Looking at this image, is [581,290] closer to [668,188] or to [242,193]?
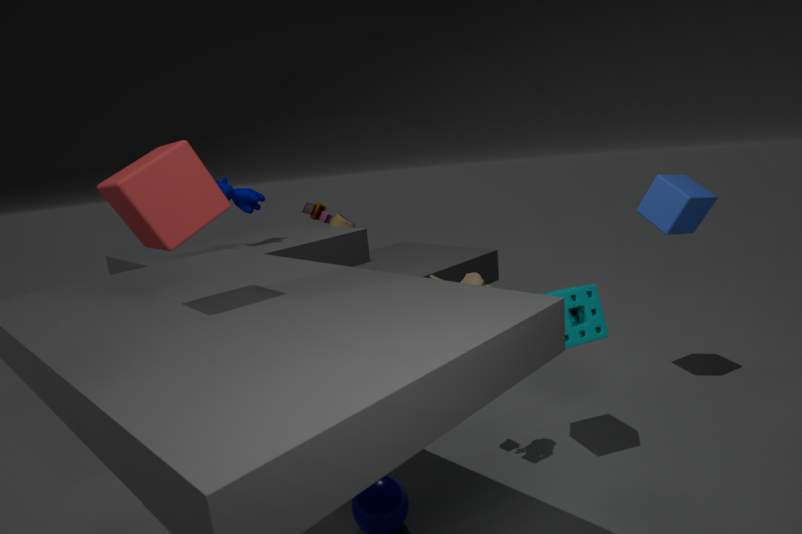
[668,188]
